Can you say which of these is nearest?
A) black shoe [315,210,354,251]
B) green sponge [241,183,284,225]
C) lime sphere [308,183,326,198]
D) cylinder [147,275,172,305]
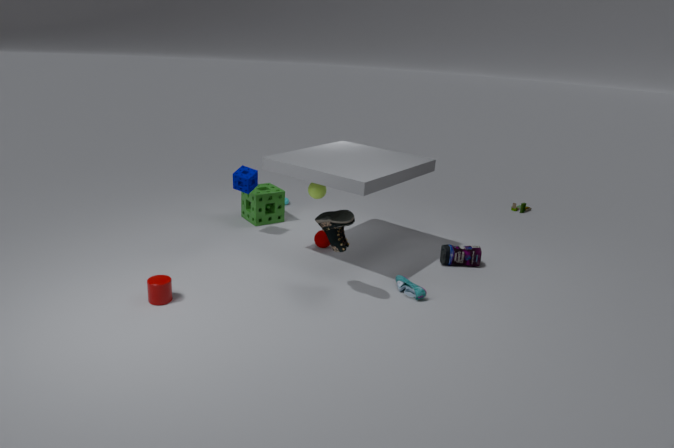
black shoe [315,210,354,251]
